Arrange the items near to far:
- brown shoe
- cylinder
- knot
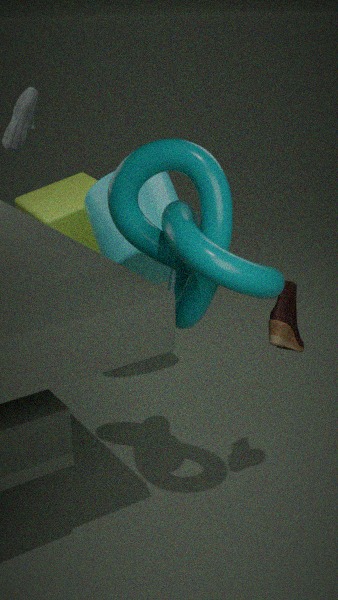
knot, brown shoe, cylinder
